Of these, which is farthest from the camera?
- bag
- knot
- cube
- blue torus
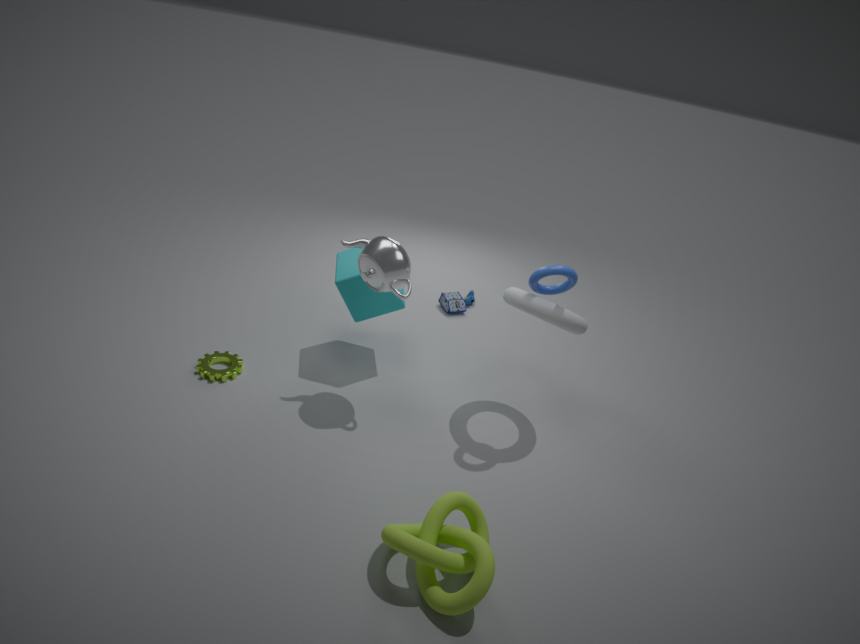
bag
